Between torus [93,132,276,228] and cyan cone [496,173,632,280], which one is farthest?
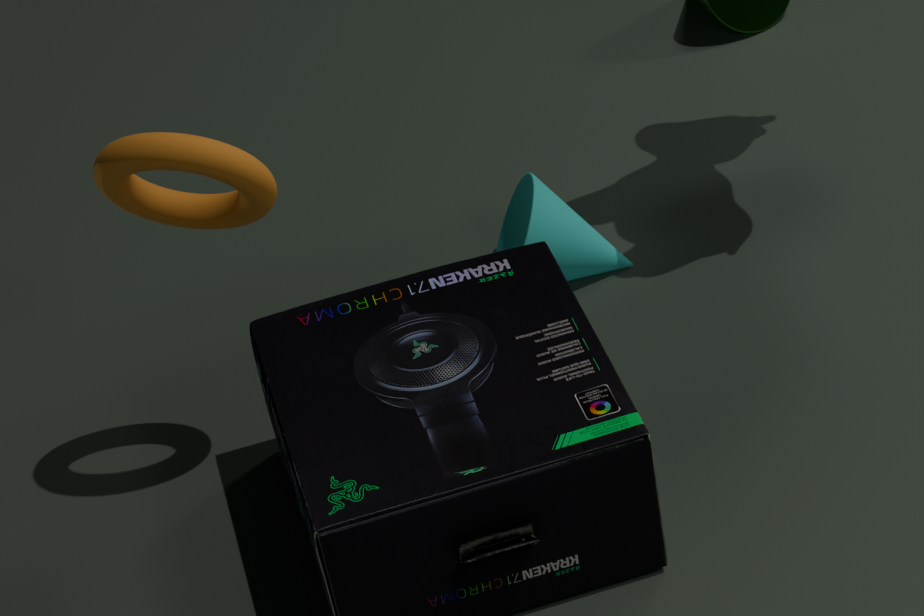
cyan cone [496,173,632,280]
